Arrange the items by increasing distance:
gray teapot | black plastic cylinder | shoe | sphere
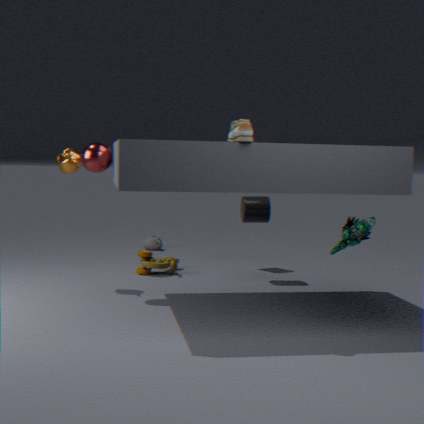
1. shoe
2. sphere
3. black plastic cylinder
4. gray teapot
